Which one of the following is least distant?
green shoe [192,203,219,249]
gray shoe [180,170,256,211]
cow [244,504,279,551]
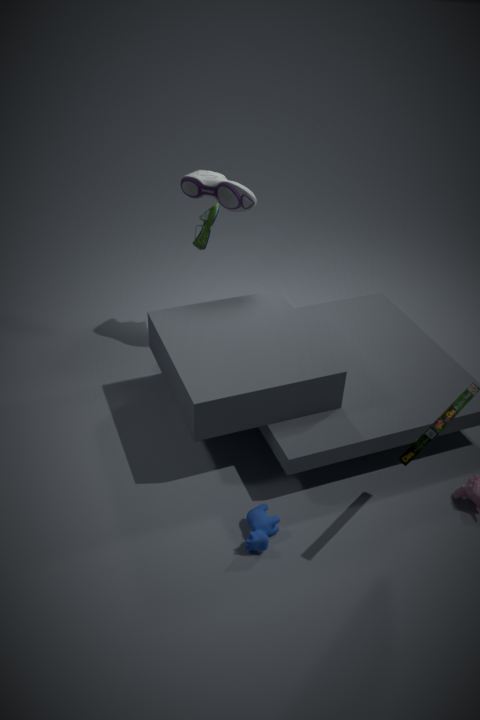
cow [244,504,279,551]
